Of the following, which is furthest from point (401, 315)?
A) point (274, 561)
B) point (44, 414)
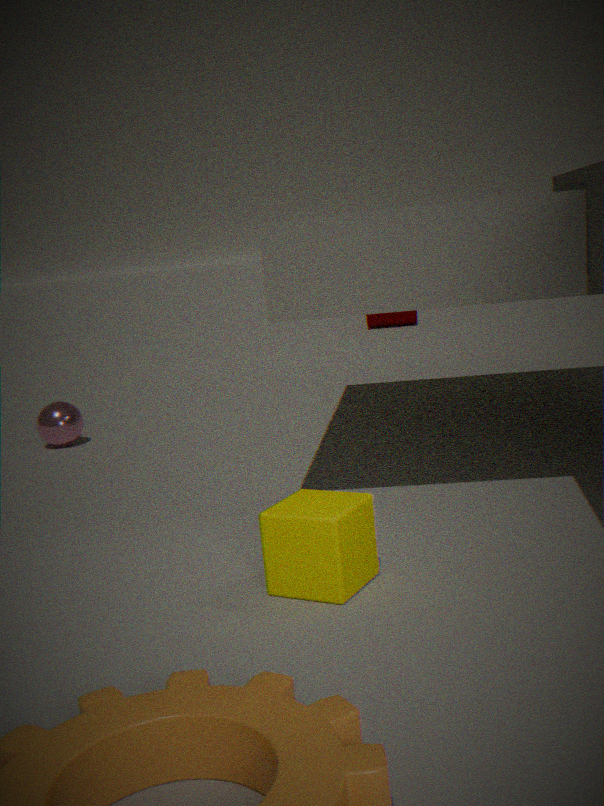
point (274, 561)
